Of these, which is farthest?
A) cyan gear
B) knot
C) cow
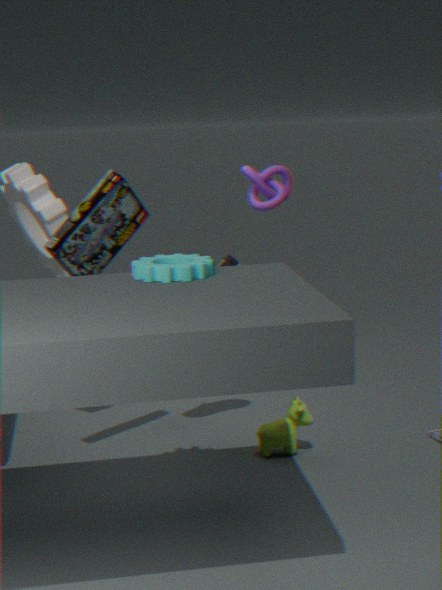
knot
